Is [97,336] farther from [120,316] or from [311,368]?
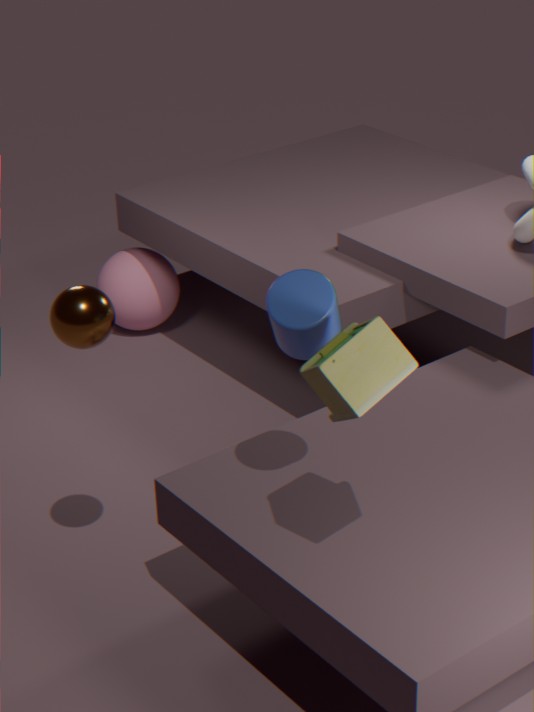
[120,316]
